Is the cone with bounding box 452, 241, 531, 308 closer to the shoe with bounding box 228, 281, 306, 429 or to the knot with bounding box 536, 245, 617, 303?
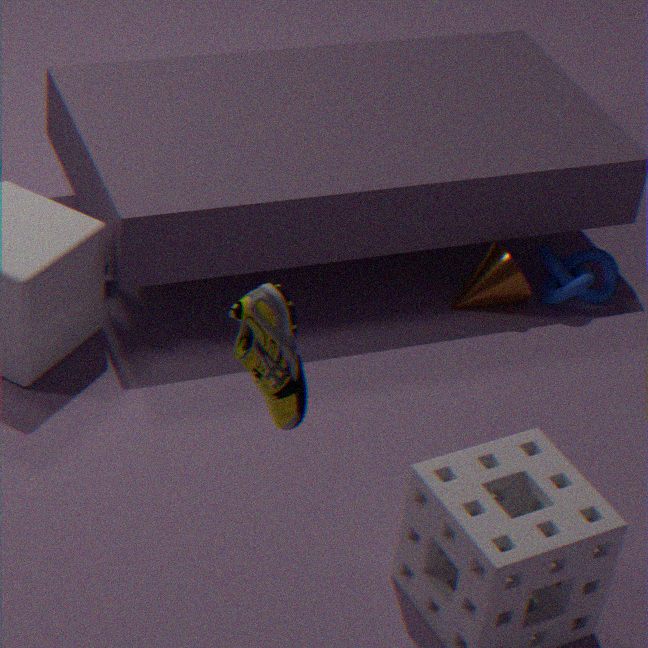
the knot with bounding box 536, 245, 617, 303
